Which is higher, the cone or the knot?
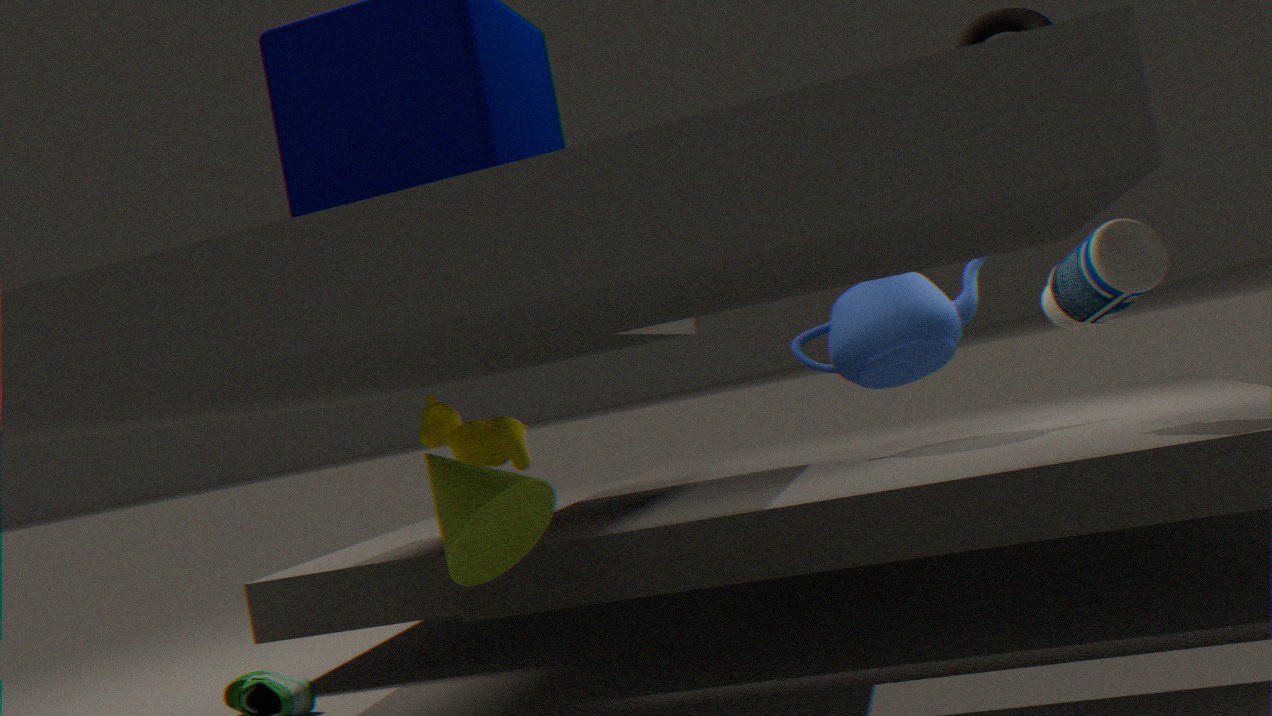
the knot
